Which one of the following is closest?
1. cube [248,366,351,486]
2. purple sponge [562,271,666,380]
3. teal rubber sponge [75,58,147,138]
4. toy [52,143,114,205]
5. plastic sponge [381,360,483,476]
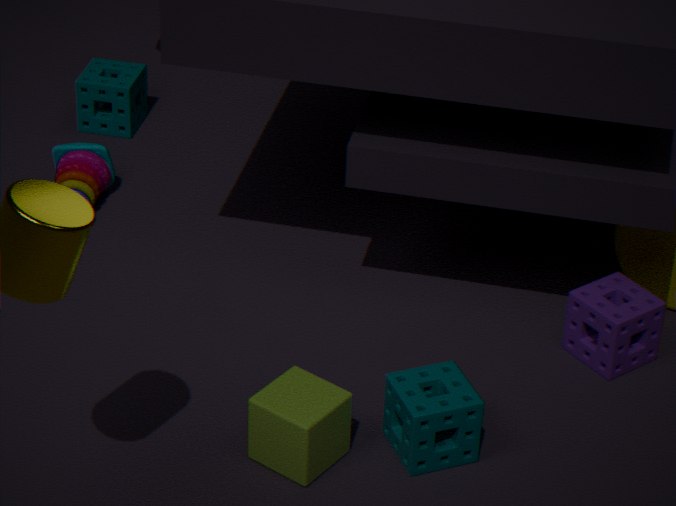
cube [248,366,351,486]
